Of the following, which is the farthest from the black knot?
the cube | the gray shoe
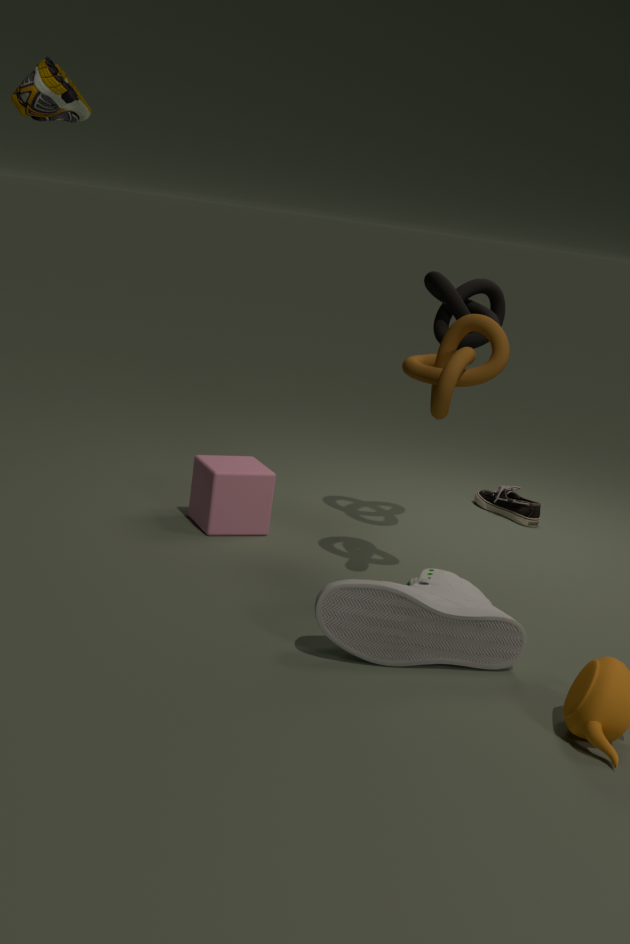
the gray shoe
